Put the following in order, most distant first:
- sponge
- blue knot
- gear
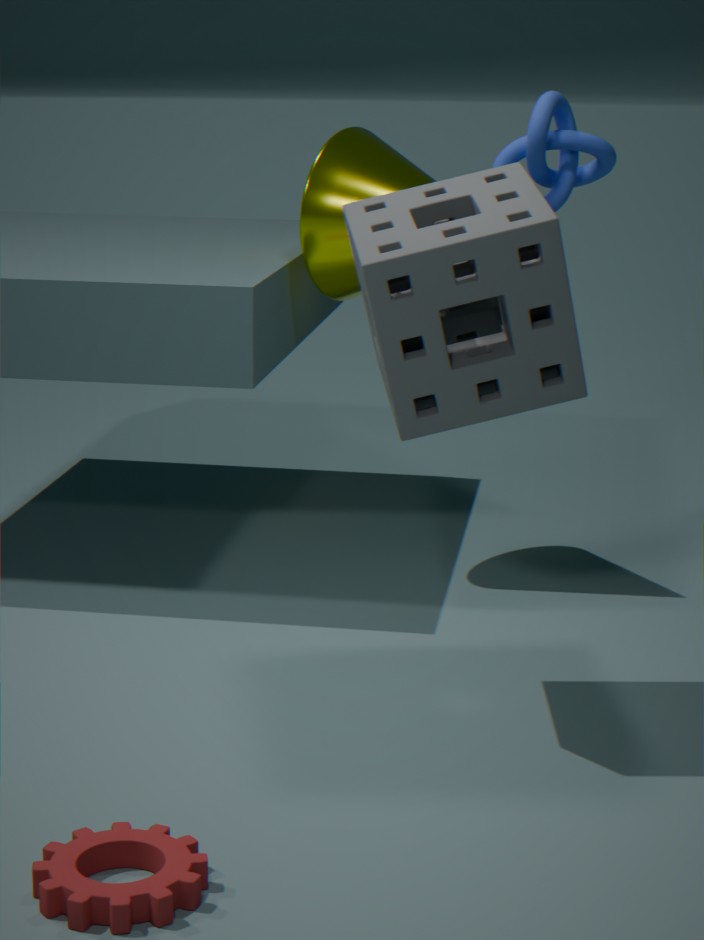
blue knot < sponge < gear
